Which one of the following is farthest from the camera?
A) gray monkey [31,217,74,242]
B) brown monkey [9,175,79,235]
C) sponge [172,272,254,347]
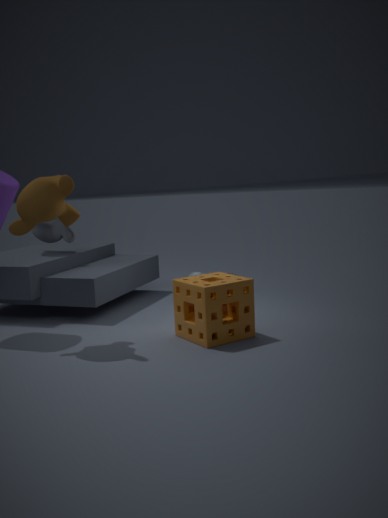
gray monkey [31,217,74,242]
